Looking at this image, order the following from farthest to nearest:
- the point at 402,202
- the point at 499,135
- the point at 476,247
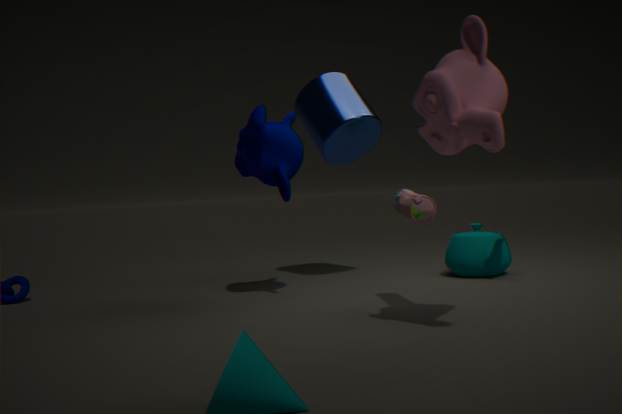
1. the point at 476,247
2. the point at 402,202
3. the point at 499,135
